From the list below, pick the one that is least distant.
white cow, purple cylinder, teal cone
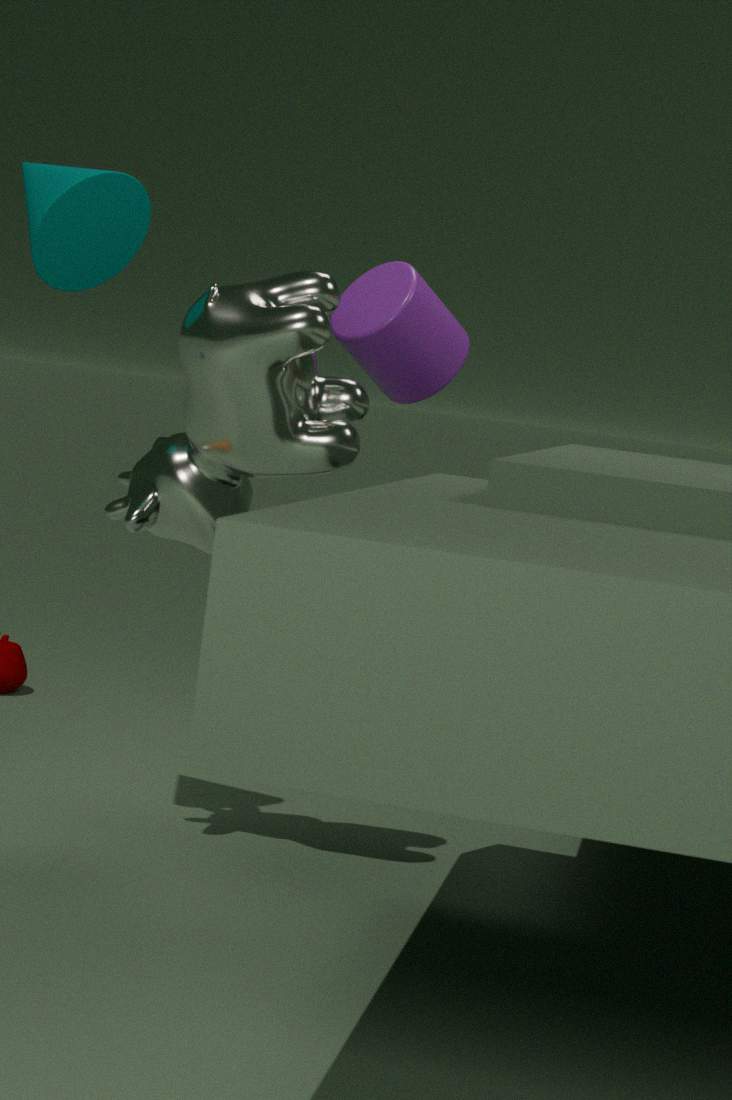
white cow
